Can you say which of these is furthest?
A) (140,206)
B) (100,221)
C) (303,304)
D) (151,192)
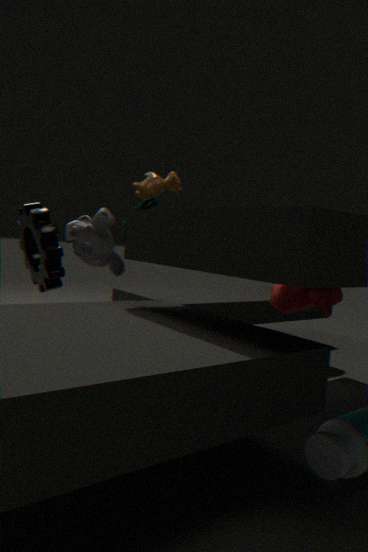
(303,304)
